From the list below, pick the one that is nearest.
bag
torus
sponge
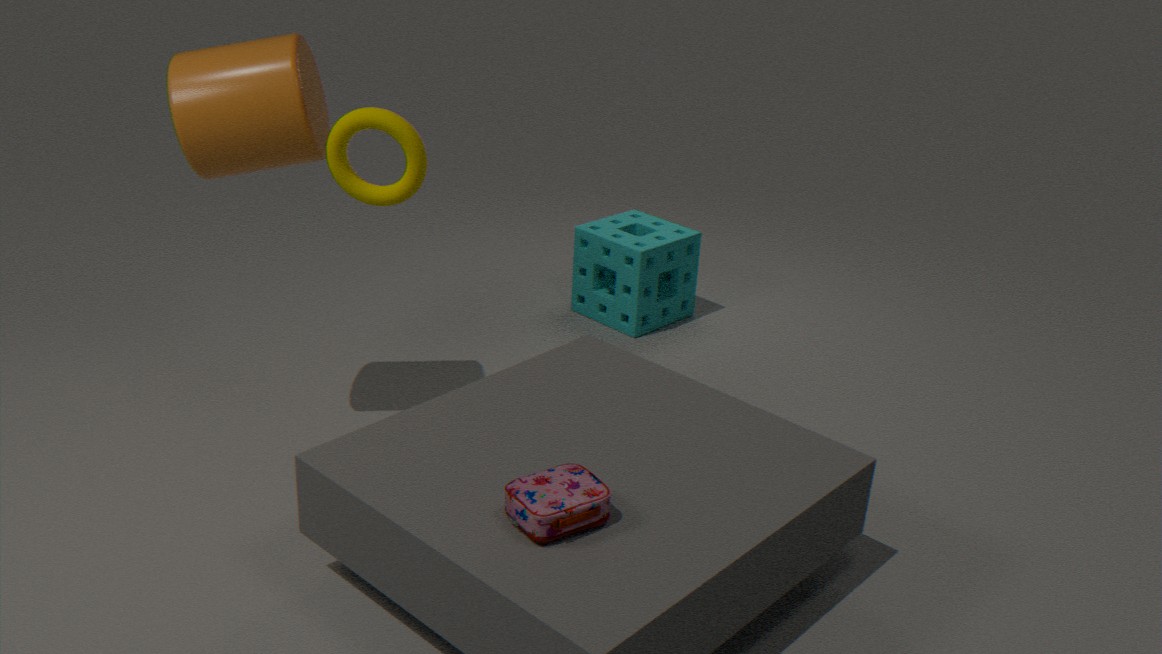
bag
